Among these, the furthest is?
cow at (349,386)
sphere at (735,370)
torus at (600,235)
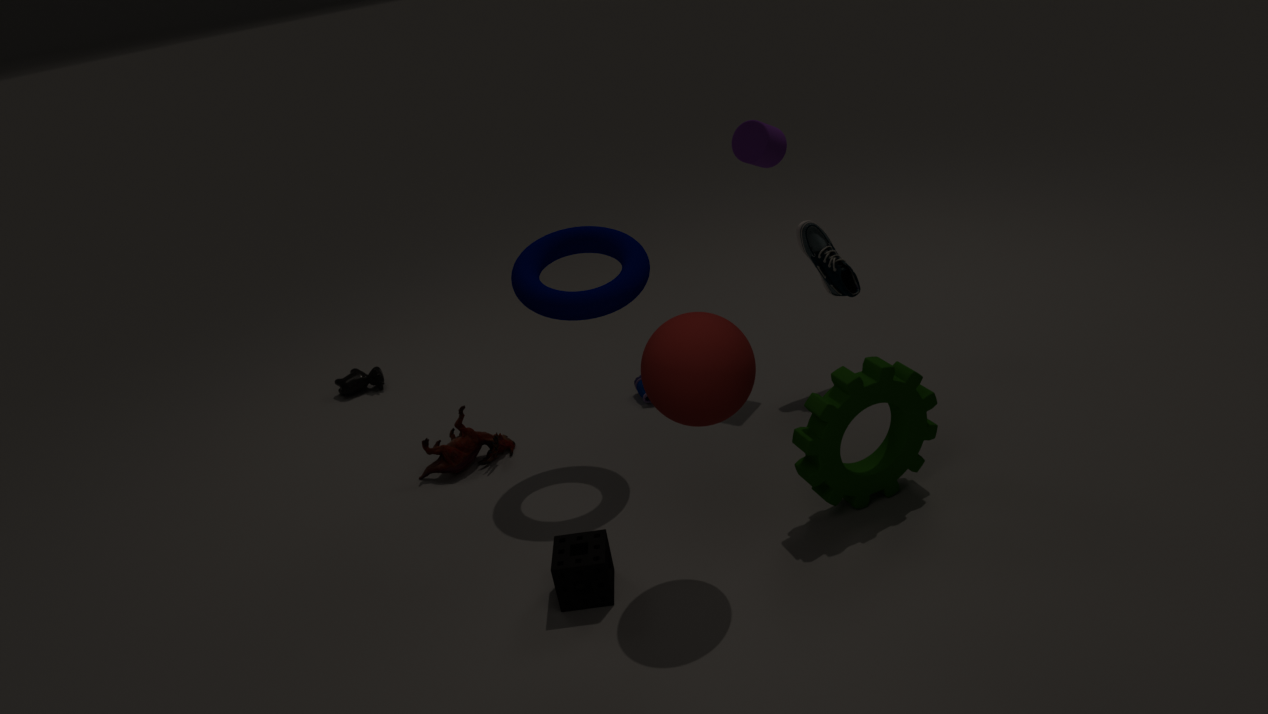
cow at (349,386)
